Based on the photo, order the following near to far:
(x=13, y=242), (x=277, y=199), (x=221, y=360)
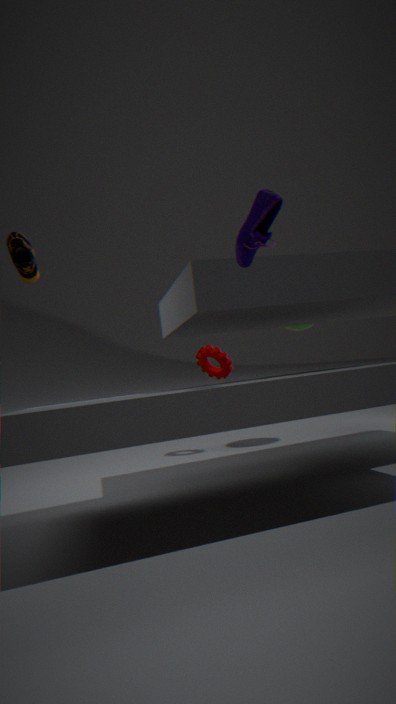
(x=277, y=199) → (x=13, y=242) → (x=221, y=360)
